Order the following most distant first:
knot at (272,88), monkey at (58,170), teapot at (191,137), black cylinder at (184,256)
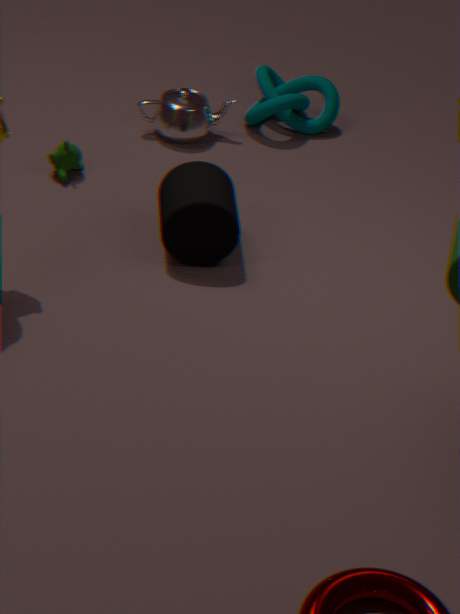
knot at (272,88) → teapot at (191,137) → monkey at (58,170) → black cylinder at (184,256)
